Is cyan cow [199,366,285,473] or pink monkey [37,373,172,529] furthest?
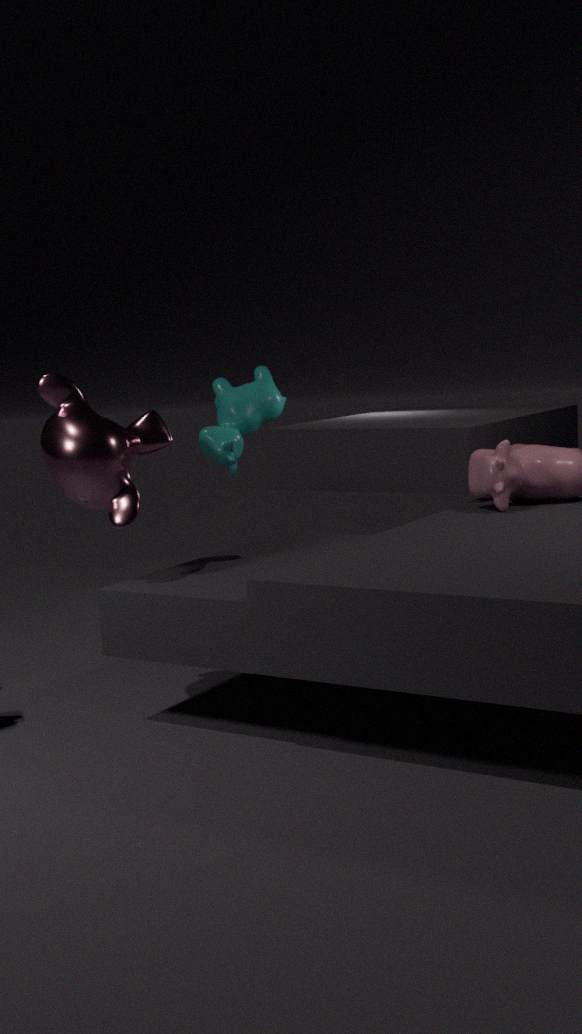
cyan cow [199,366,285,473]
